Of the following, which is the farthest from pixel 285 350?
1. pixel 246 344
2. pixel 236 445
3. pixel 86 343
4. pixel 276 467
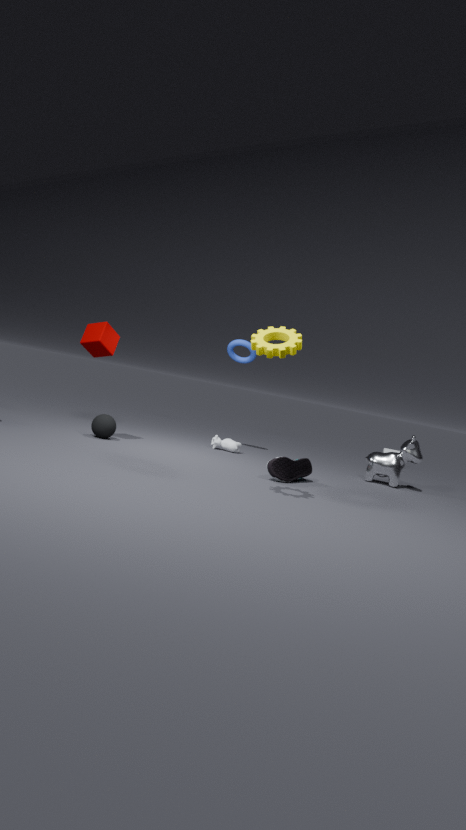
pixel 246 344
